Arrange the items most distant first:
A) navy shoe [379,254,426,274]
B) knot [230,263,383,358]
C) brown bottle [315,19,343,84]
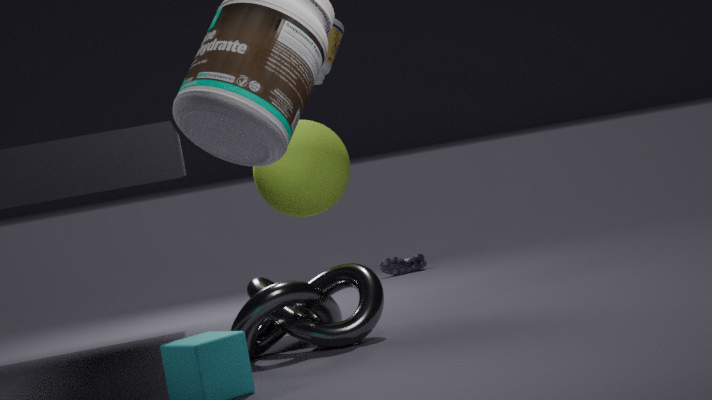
A. navy shoe [379,254,426,274] → C. brown bottle [315,19,343,84] → B. knot [230,263,383,358]
